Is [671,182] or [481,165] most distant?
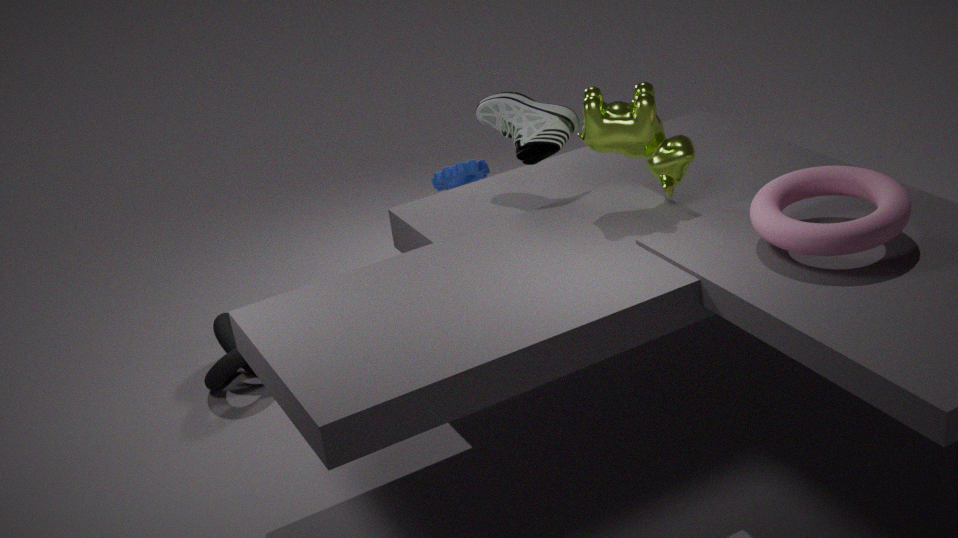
[481,165]
